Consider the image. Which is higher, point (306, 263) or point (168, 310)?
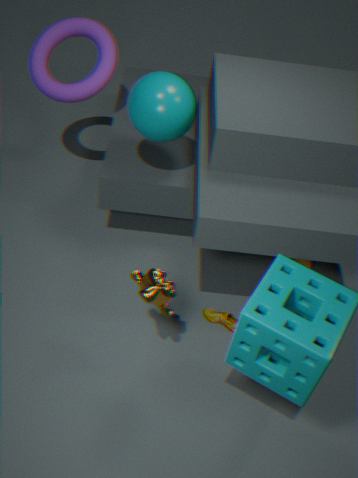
point (168, 310)
